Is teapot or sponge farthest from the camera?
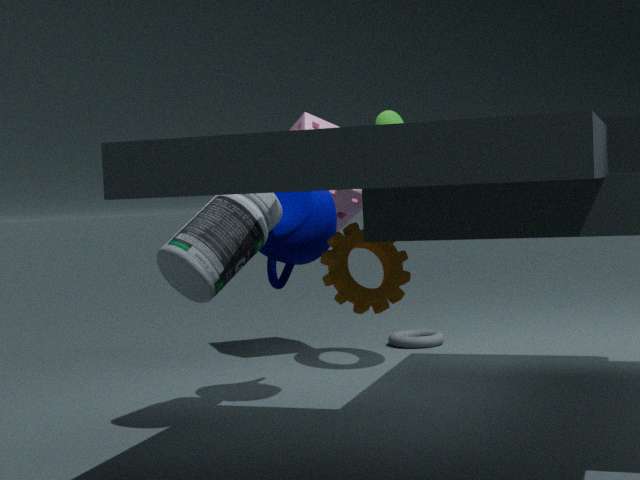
sponge
